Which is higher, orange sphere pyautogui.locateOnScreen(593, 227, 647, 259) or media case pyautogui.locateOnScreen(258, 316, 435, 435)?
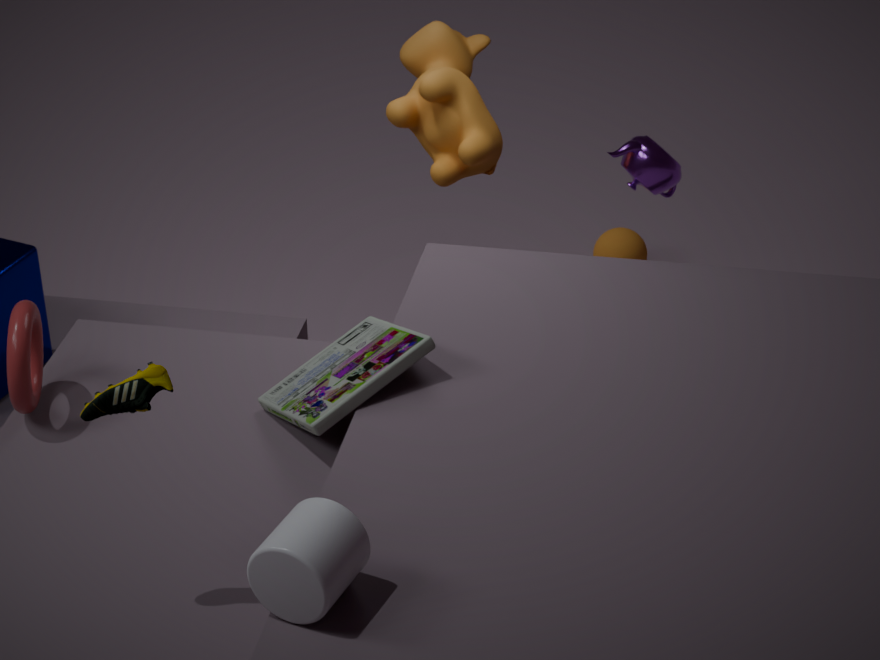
media case pyautogui.locateOnScreen(258, 316, 435, 435)
